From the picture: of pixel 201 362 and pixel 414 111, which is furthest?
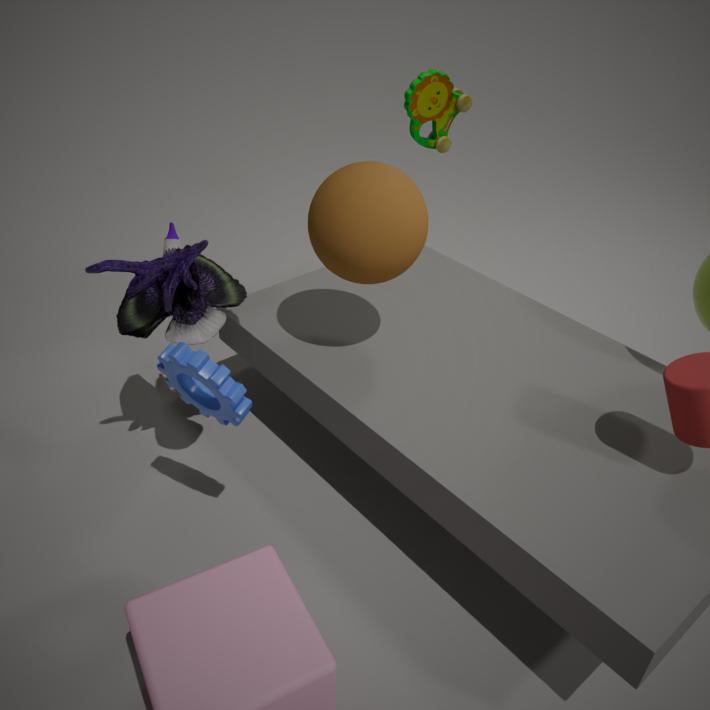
pixel 414 111
